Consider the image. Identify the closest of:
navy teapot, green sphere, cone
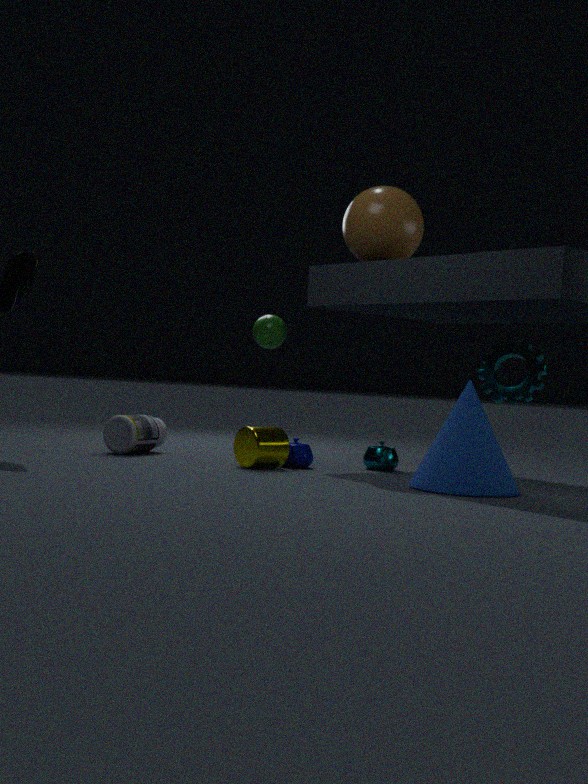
cone
